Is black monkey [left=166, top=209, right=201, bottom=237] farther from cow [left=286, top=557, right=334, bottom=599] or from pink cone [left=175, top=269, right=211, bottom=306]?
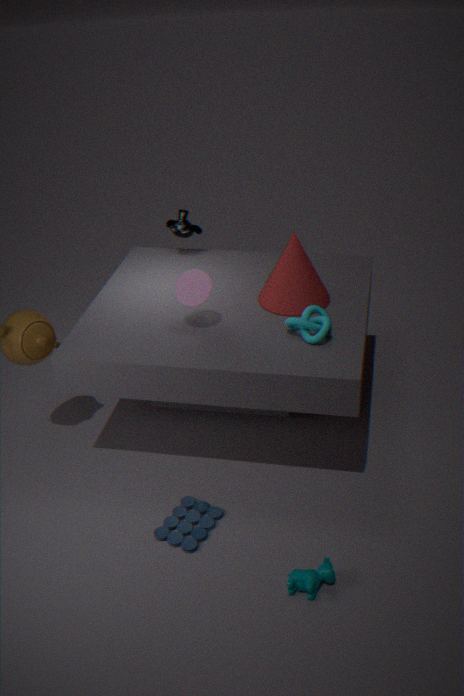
cow [left=286, top=557, right=334, bottom=599]
